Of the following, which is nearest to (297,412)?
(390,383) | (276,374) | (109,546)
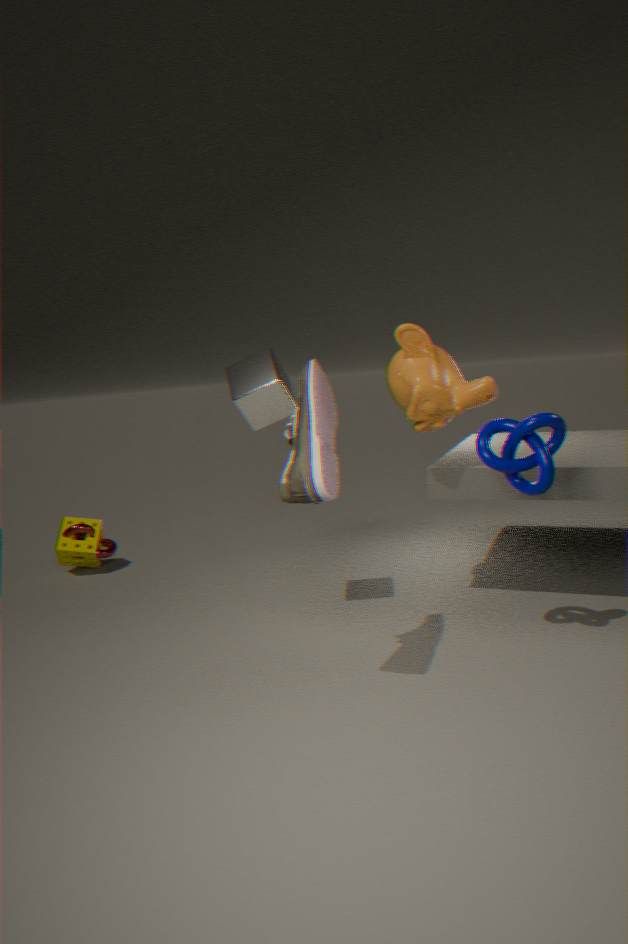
(276,374)
